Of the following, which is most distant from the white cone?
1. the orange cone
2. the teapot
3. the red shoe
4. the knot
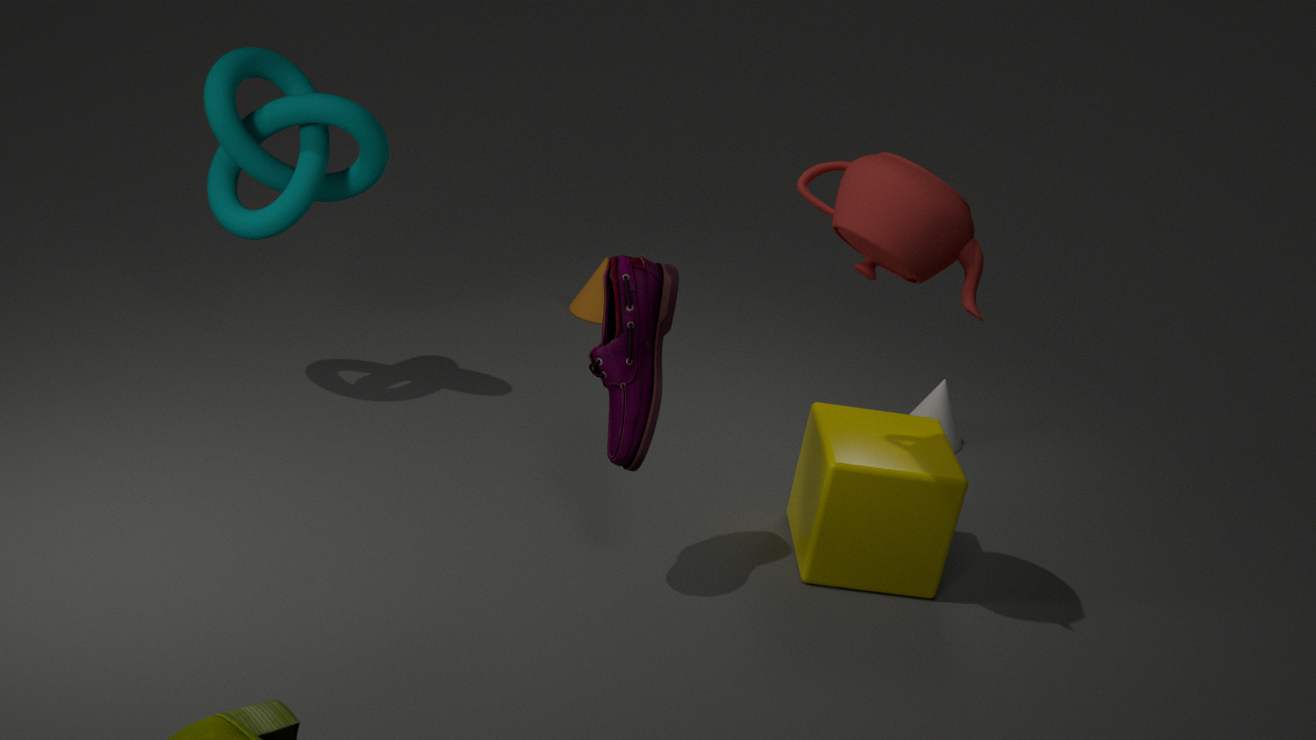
the knot
